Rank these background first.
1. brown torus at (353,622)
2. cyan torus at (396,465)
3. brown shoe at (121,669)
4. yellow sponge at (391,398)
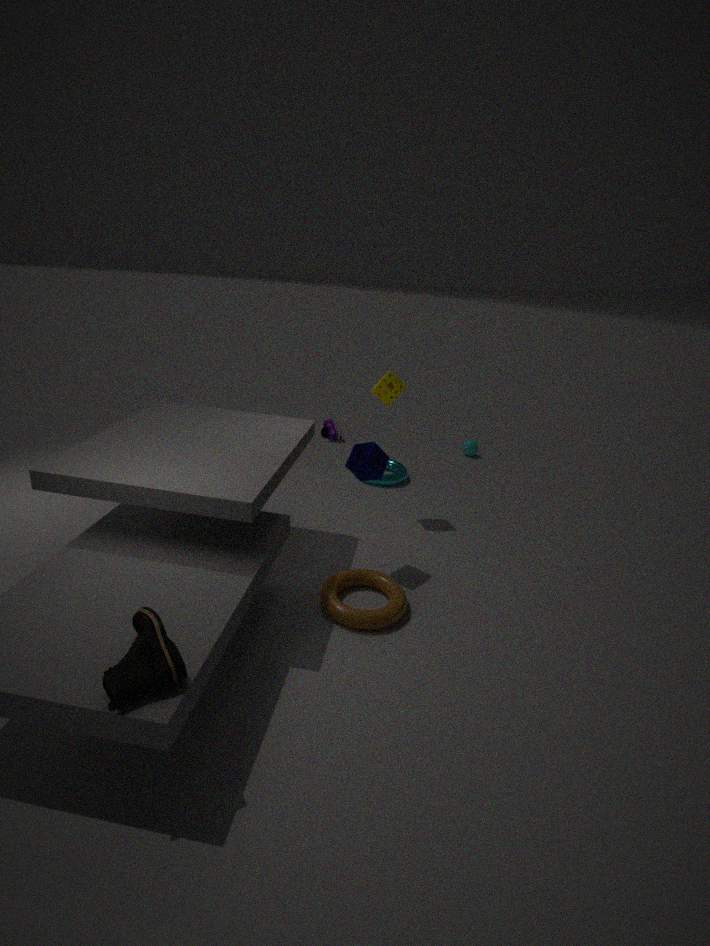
cyan torus at (396,465) < yellow sponge at (391,398) < brown torus at (353,622) < brown shoe at (121,669)
